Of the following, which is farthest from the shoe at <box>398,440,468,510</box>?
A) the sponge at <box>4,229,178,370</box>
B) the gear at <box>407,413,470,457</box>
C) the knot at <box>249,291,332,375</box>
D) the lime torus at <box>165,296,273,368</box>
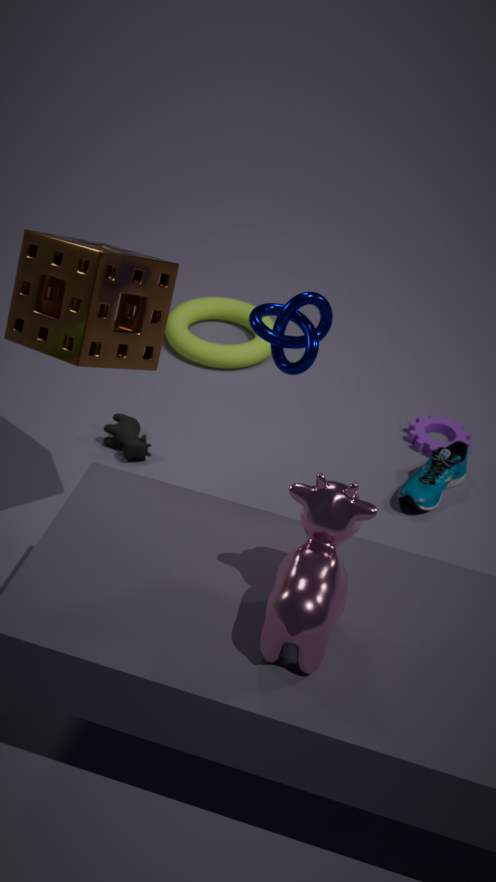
the sponge at <box>4,229,178,370</box>
